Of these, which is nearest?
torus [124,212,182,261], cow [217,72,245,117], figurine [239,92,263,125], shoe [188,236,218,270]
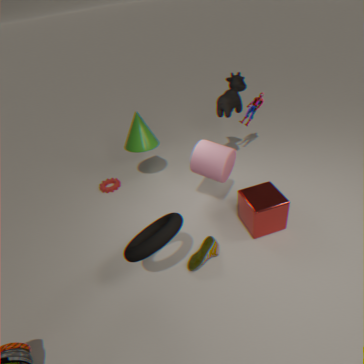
torus [124,212,182,261]
